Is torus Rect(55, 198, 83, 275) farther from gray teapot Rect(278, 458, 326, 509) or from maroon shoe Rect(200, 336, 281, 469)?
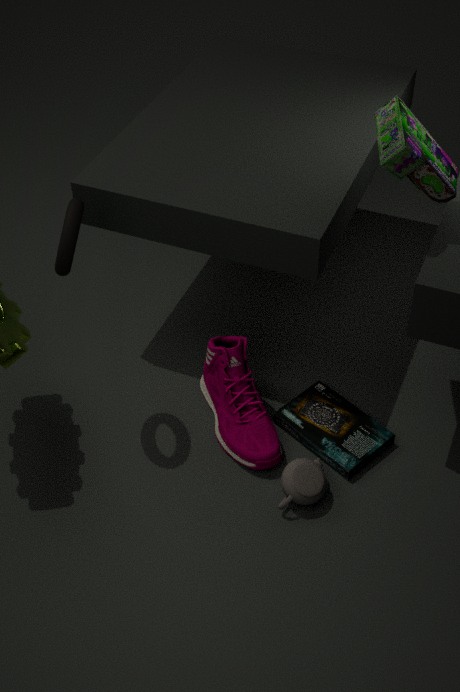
gray teapot Rect(278, 458, 326, 509)
